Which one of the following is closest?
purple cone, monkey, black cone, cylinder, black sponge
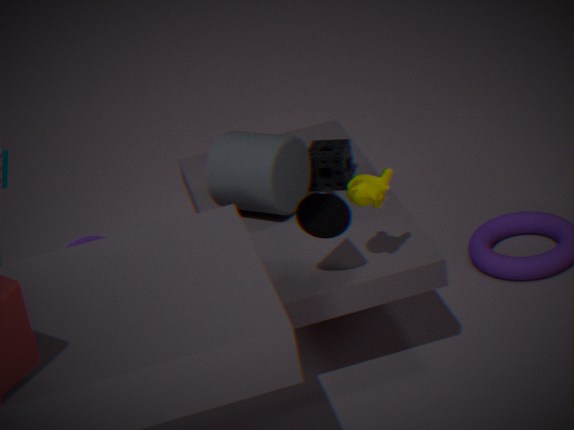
black cone
